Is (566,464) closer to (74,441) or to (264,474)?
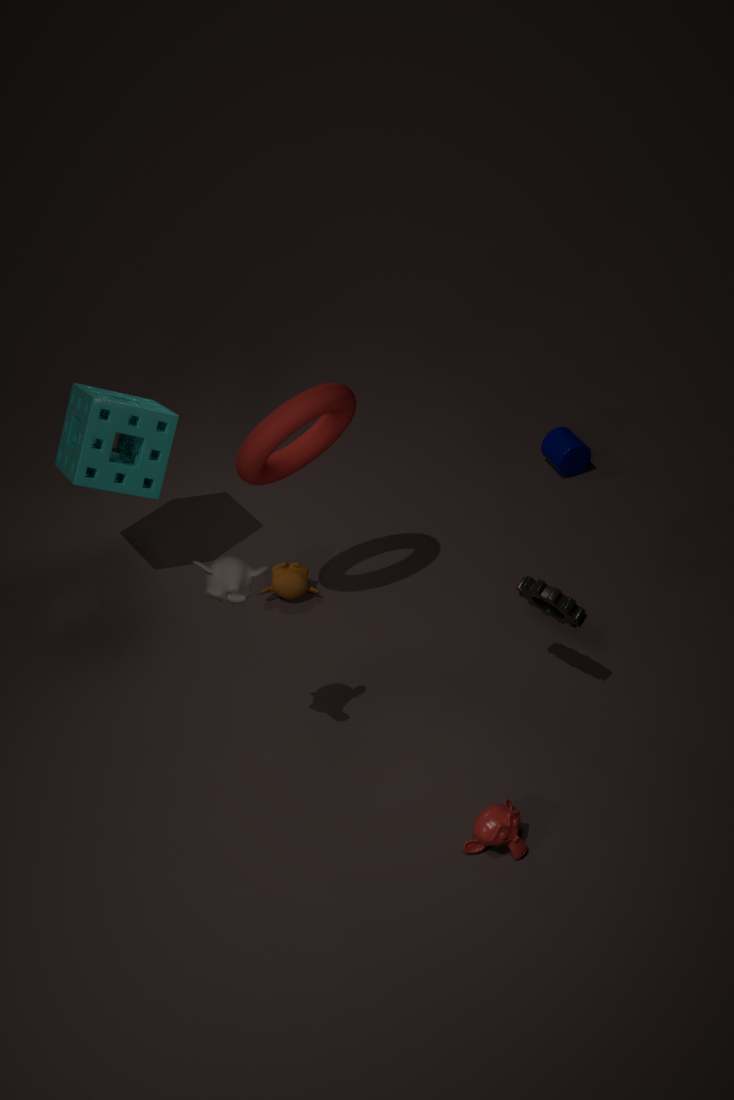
(264,474)
